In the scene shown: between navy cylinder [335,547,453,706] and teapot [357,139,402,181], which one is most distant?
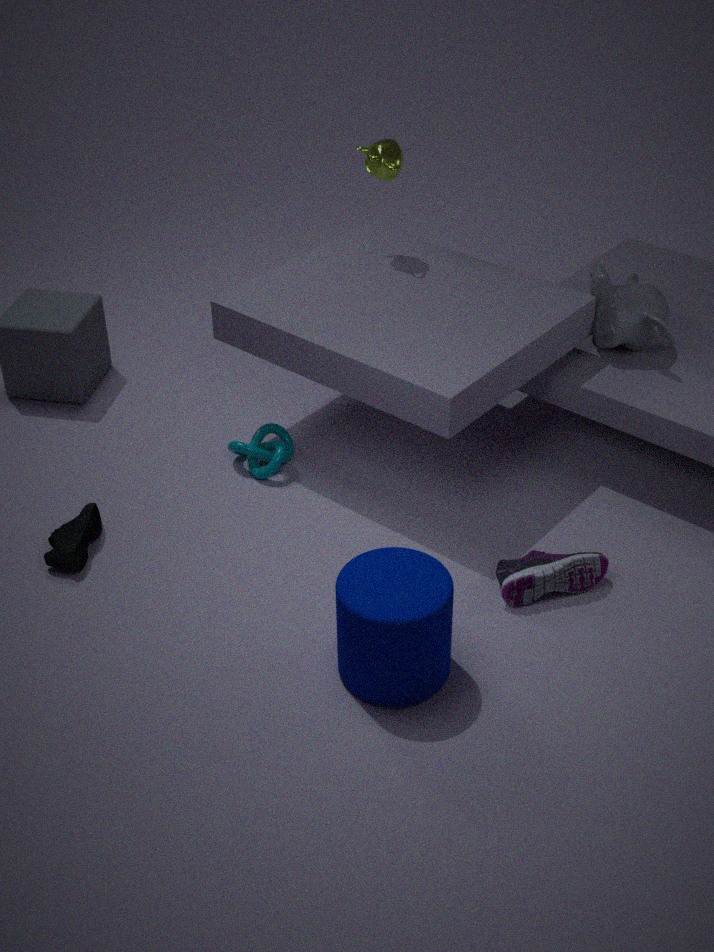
teapot [357,139,402,181]
